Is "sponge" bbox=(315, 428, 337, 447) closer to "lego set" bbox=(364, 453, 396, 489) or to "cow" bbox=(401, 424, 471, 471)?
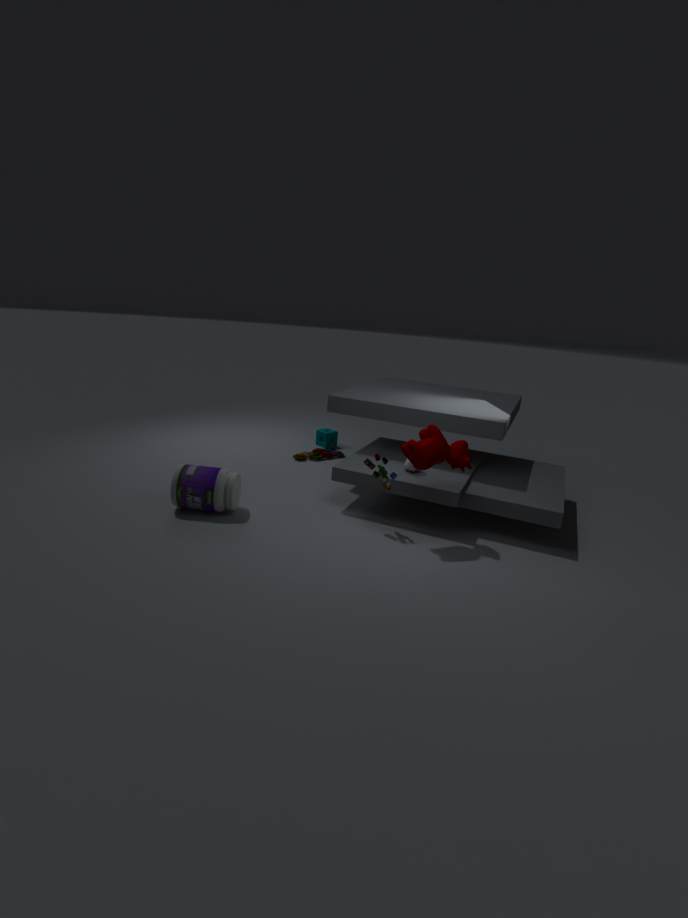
"lego set" bbox=(364, 453, 396, 489)
